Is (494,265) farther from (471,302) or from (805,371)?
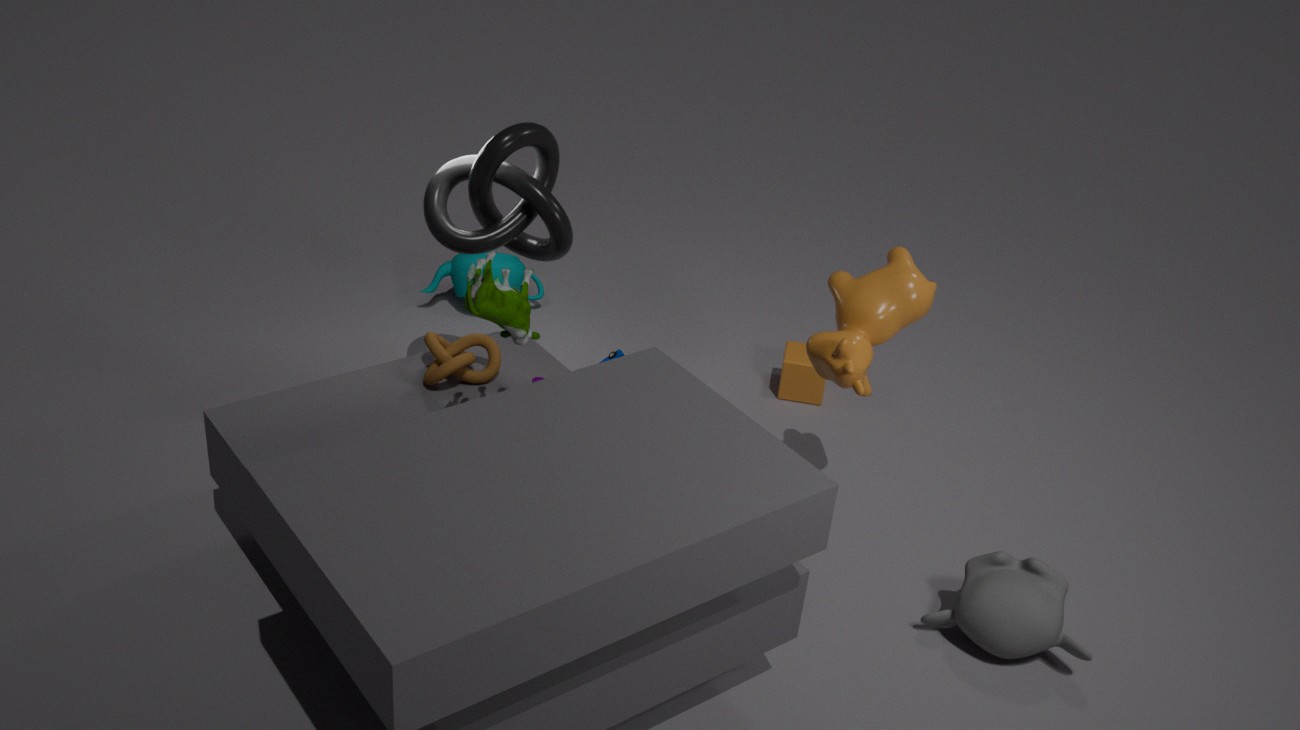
(471,302)
